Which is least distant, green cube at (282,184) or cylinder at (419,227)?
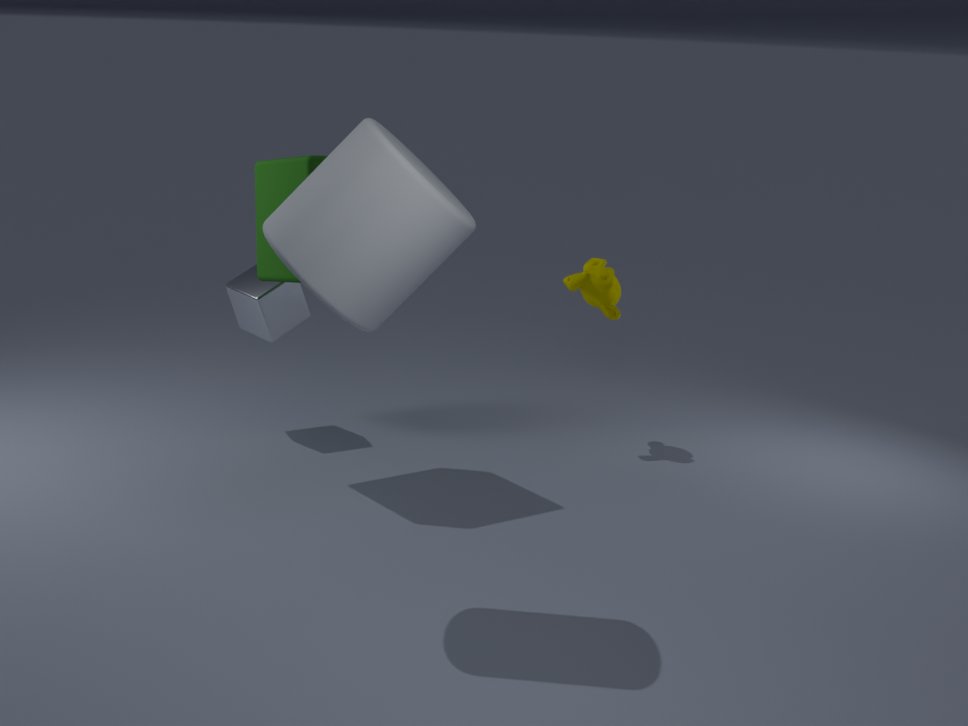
cylinder at (419,227)
